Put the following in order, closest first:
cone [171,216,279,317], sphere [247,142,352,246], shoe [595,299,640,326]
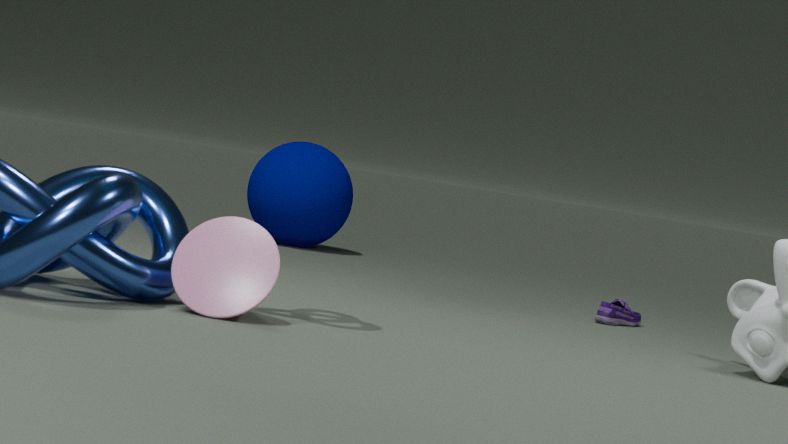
1. cone [171,216,279,317]
2. shoe [595,299,640,326]
3. sphere [247,142,352,246]
